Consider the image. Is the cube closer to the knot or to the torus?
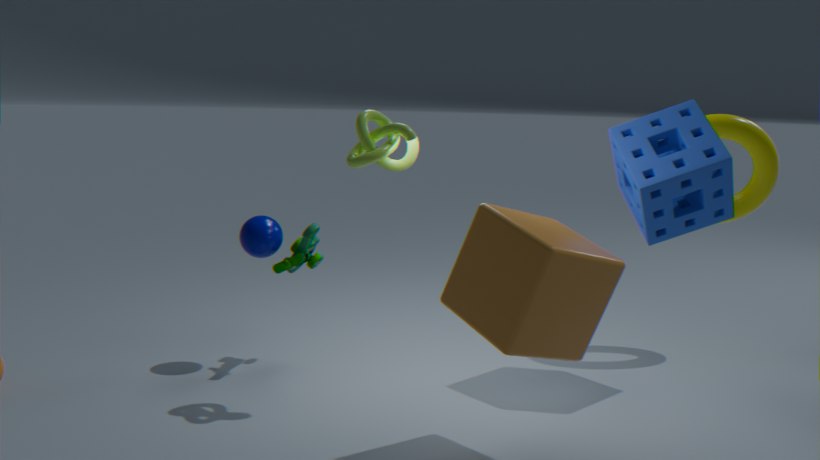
the knot
